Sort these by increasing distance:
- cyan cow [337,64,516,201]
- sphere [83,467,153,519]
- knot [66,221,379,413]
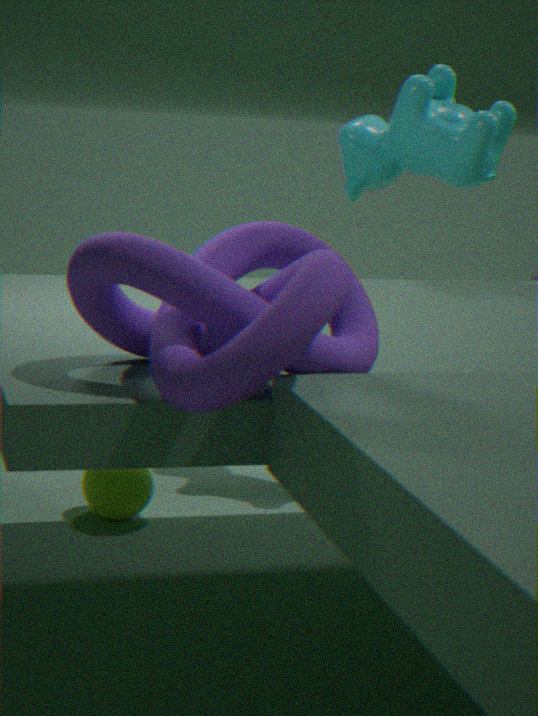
knot [66,221,379,413] < sphere [83,467,153,519] < cyan cow [337,64,516,201]
